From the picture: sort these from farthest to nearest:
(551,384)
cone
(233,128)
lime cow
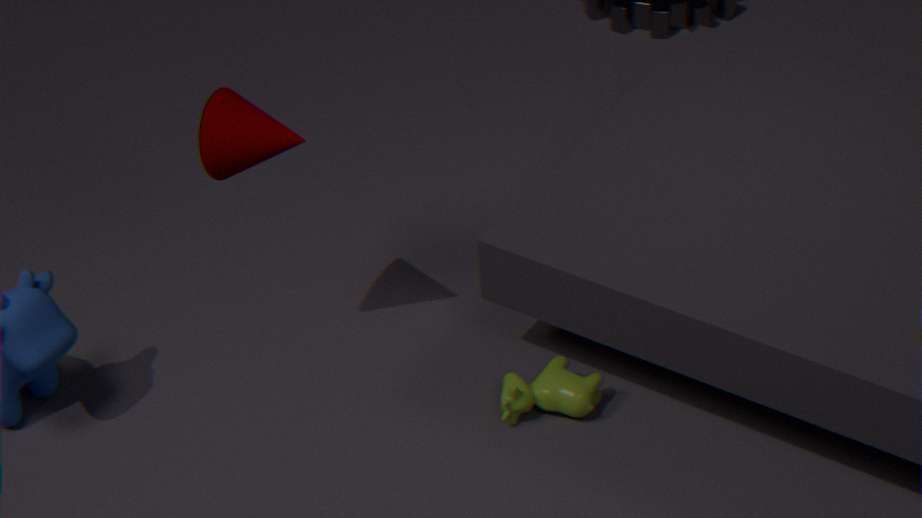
1. (551,384)
2. (233,128)
3. lime cow
4. cone
